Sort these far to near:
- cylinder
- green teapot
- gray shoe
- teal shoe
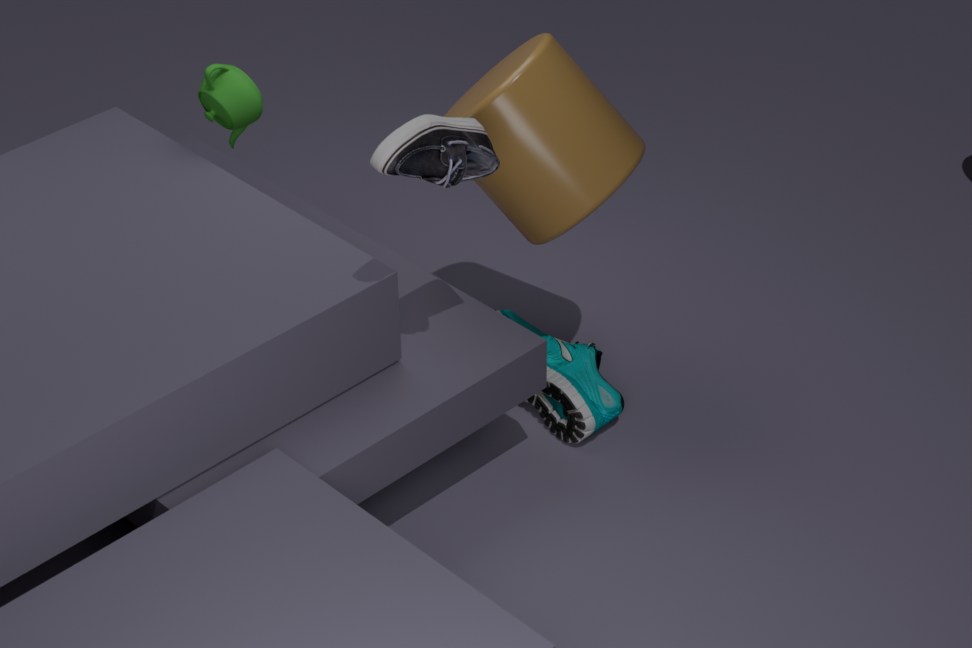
teal shoe < green teapot < cylinder < gray shoe
